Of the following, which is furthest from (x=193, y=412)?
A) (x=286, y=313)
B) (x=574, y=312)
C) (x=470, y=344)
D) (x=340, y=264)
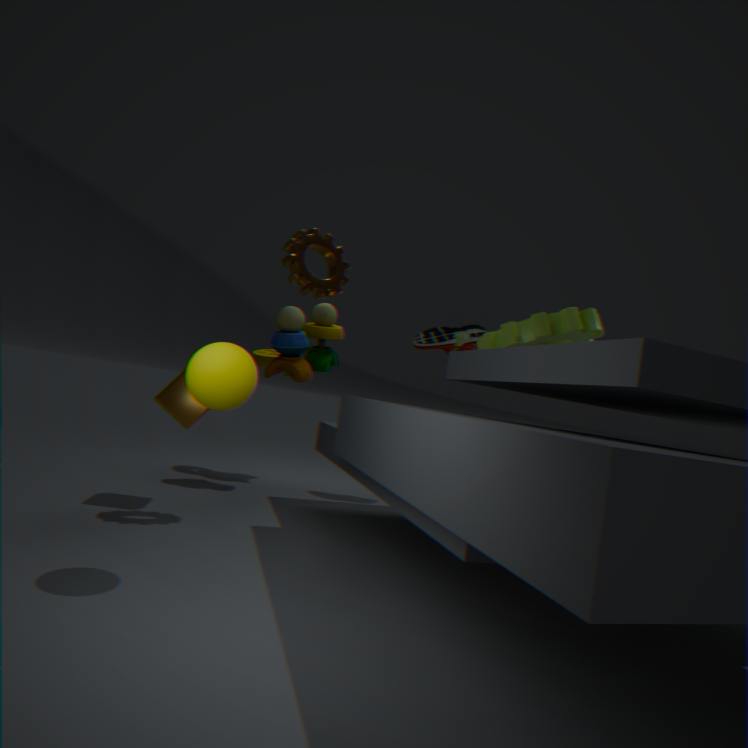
(x=574, y=312)
